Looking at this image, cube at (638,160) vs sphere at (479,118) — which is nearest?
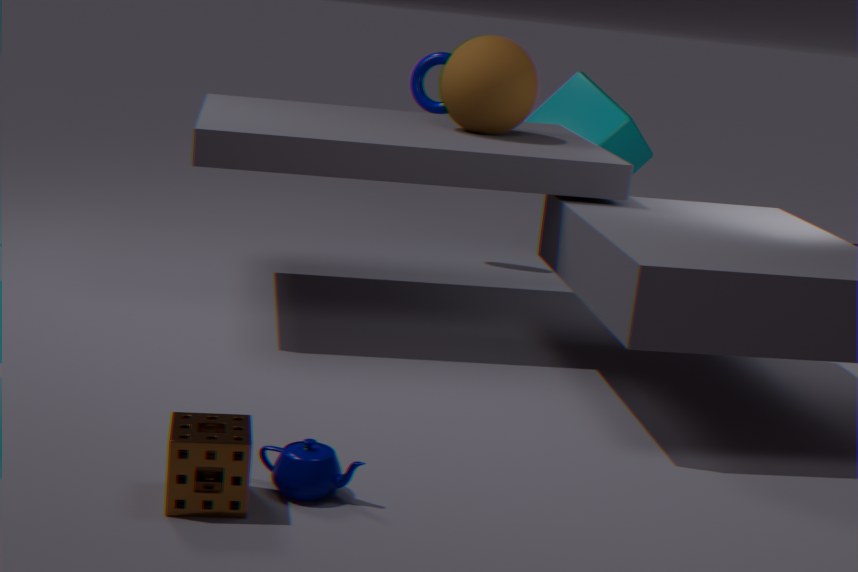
Answer: sphere at (479,118)
